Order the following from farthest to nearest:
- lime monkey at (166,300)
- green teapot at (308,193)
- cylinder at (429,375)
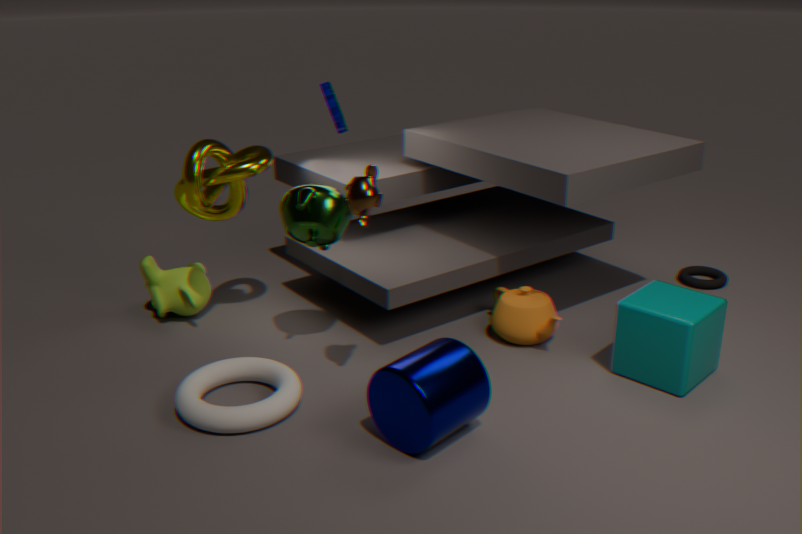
1. lime monkey at (166,300)
2. green teapot at (308,193)
3. cylinder at (429,375)
